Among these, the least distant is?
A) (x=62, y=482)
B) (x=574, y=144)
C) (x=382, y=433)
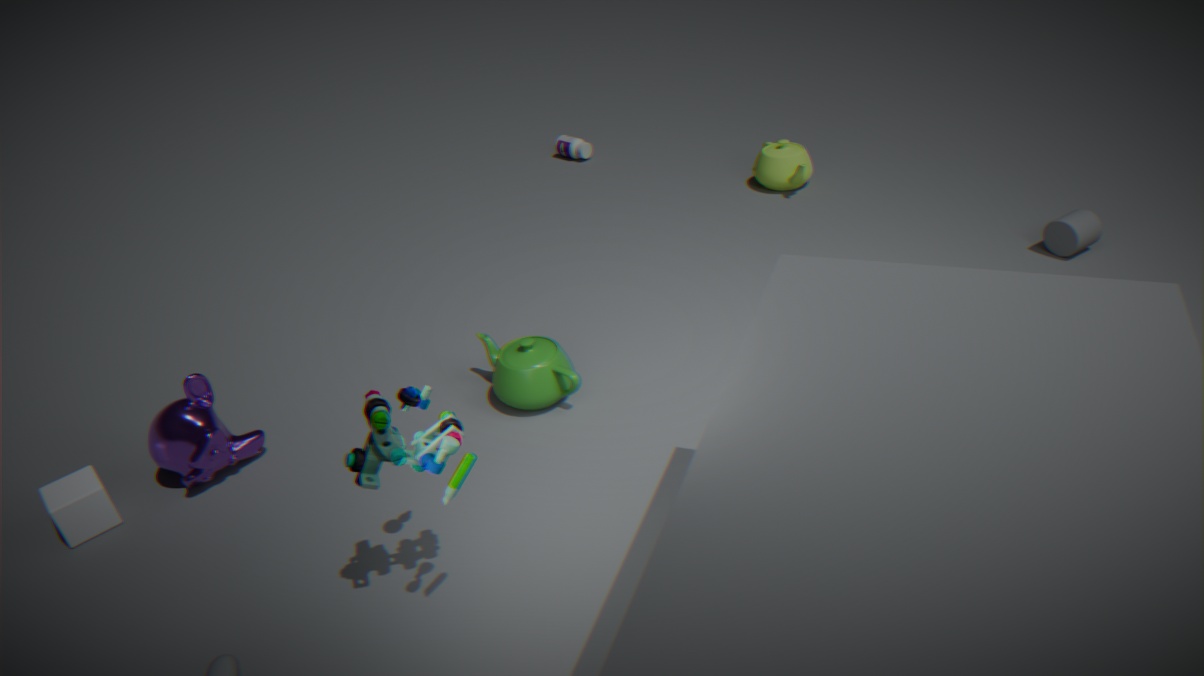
C. (x=382, y=433)
